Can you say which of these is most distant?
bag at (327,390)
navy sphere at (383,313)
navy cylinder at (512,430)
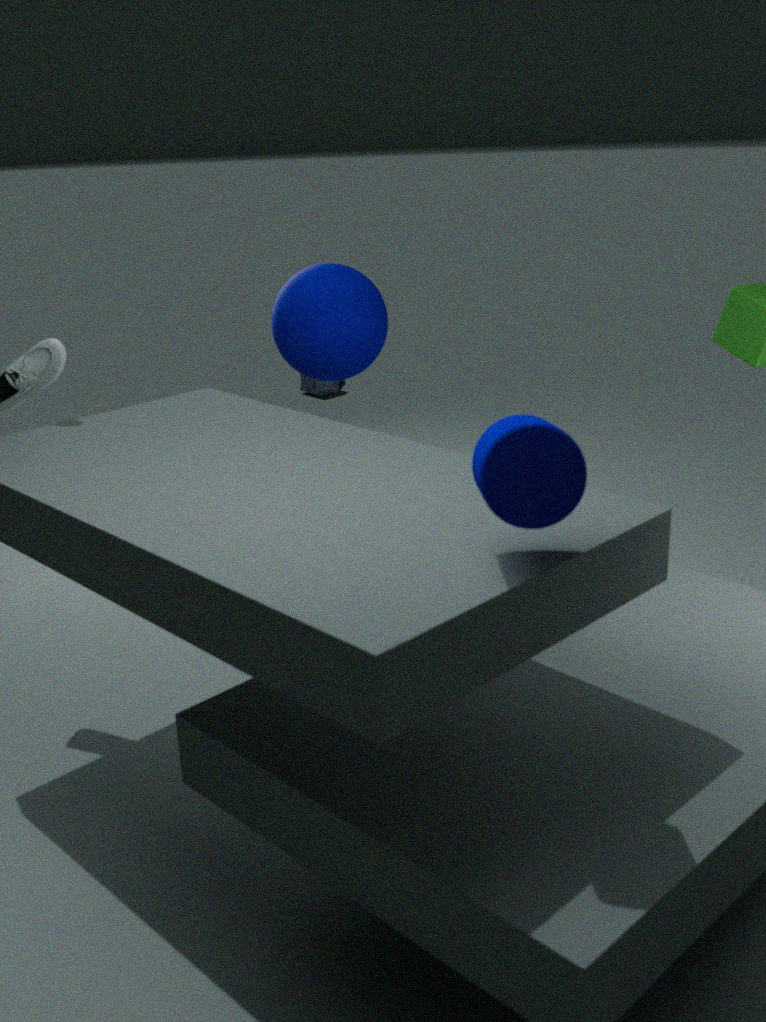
bag at (327,390)
